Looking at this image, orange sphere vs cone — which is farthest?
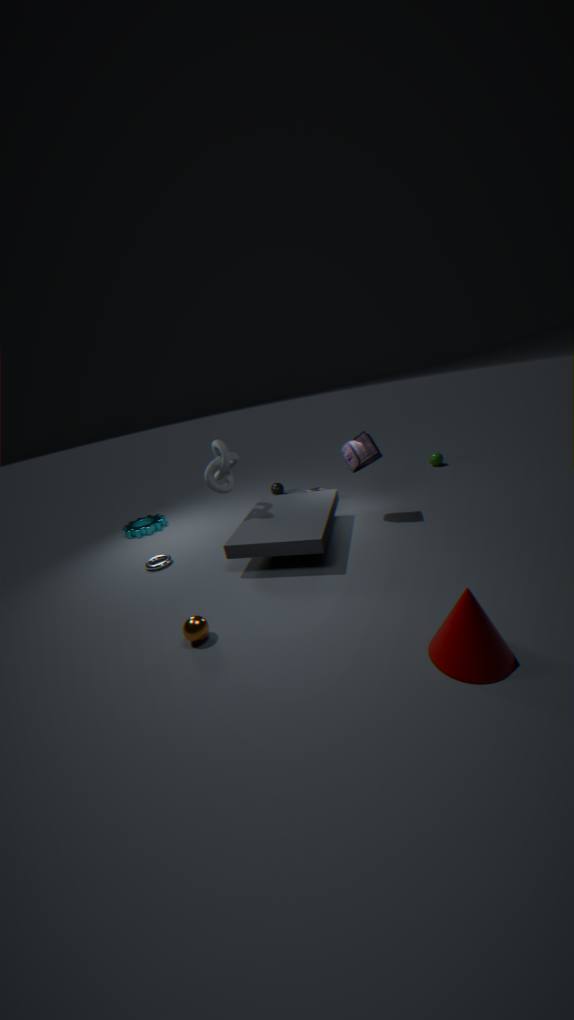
orange sphere
